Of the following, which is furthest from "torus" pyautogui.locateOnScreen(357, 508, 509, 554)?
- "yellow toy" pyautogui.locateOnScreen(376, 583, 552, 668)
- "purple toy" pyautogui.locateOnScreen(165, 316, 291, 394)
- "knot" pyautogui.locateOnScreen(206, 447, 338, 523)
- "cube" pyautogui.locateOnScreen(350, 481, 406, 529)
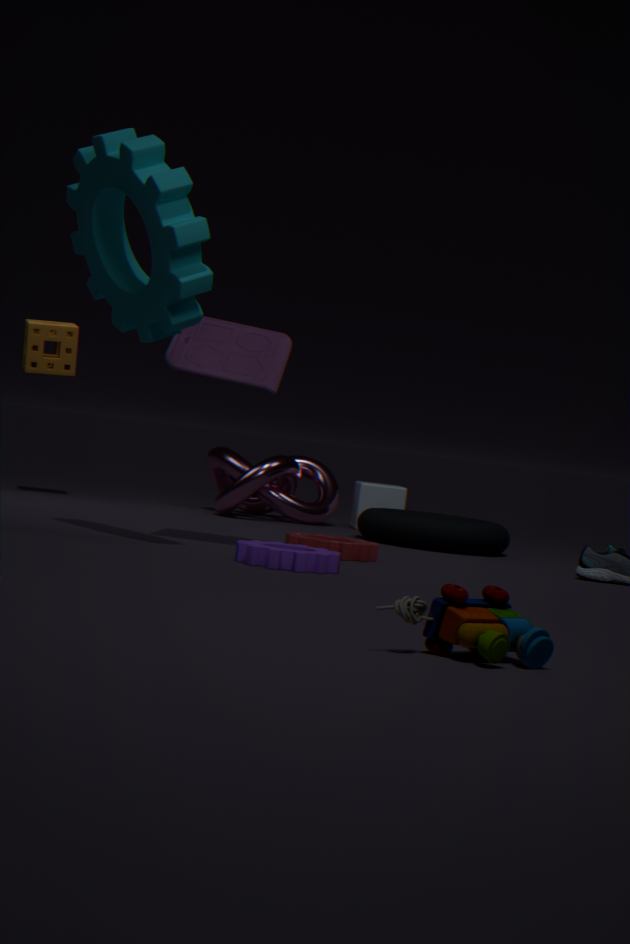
"yellow toy" pyautogui.locateOnScreen(376, 583, 552, 668)
